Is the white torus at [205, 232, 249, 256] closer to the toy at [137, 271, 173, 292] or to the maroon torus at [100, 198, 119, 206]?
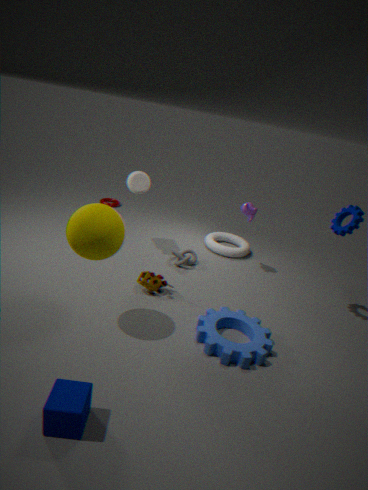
the toy at [137, 271, 173, 292]
